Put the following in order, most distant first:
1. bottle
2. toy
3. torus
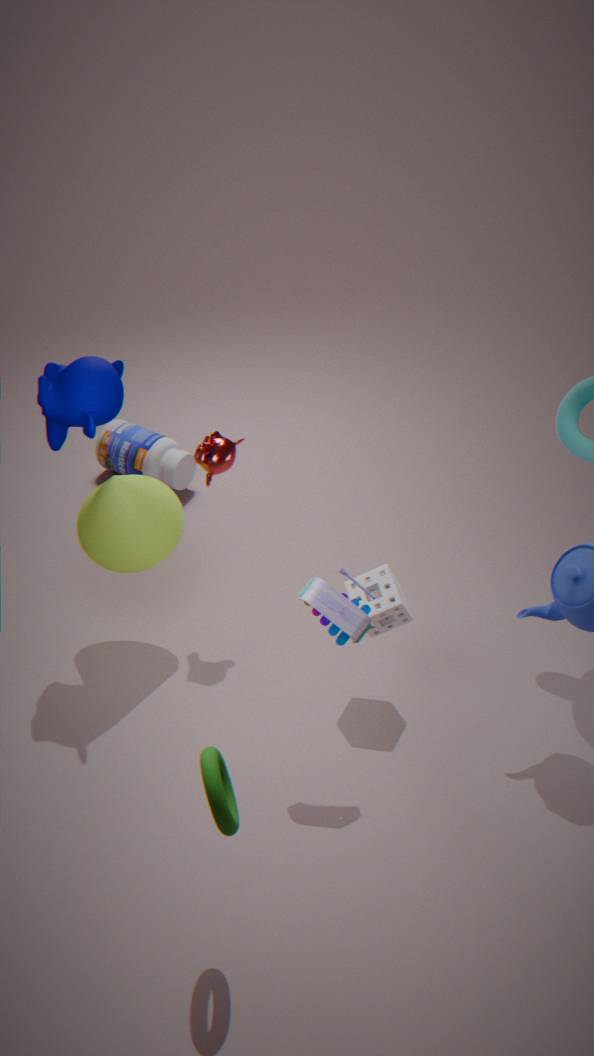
bottle < toy < torus
